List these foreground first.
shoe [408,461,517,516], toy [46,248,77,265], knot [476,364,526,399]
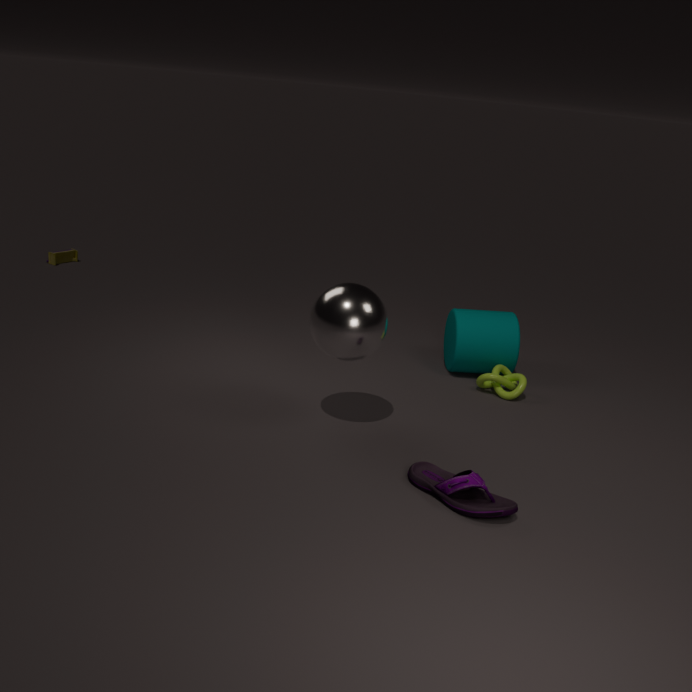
shoe [408,461,517,516] → knot [476,364,526,399] → toy [46,248,77,265]
